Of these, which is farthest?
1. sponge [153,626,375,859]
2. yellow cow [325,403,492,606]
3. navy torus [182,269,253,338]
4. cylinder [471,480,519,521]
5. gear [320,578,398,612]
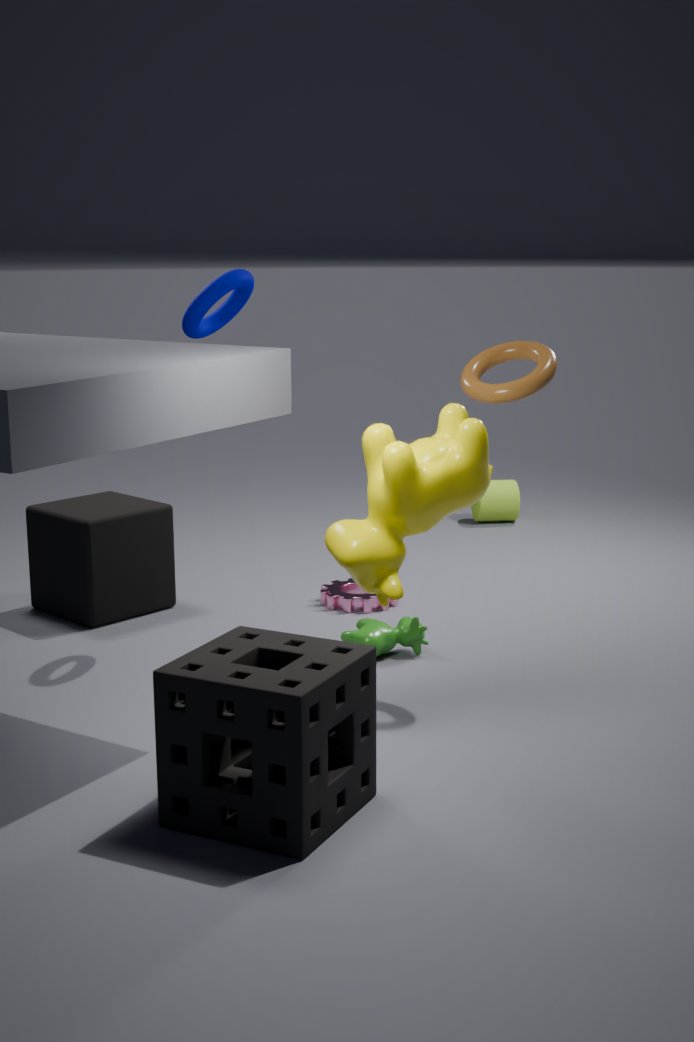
cylinder [471,480,519,521]
